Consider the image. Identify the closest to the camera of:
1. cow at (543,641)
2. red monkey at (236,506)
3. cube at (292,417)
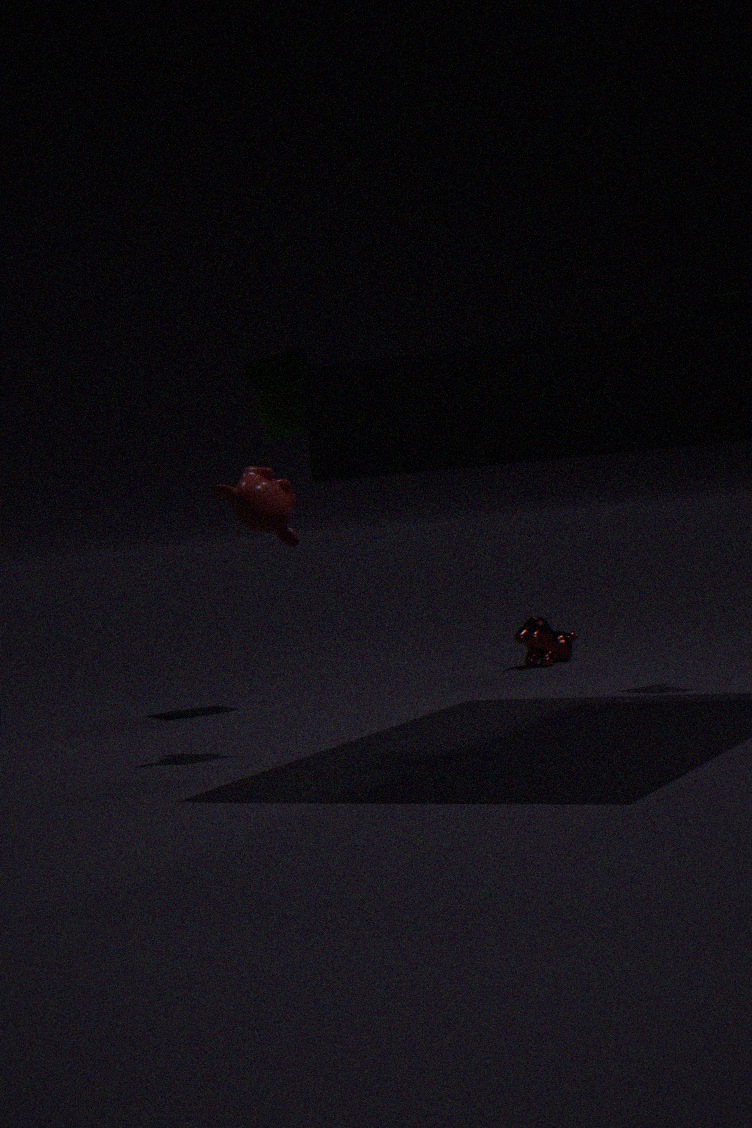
red monkey at (236,506)
